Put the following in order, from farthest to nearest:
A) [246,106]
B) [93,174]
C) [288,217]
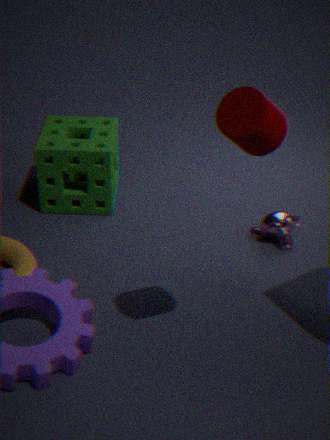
[93,174], [288,217], [246,106]
